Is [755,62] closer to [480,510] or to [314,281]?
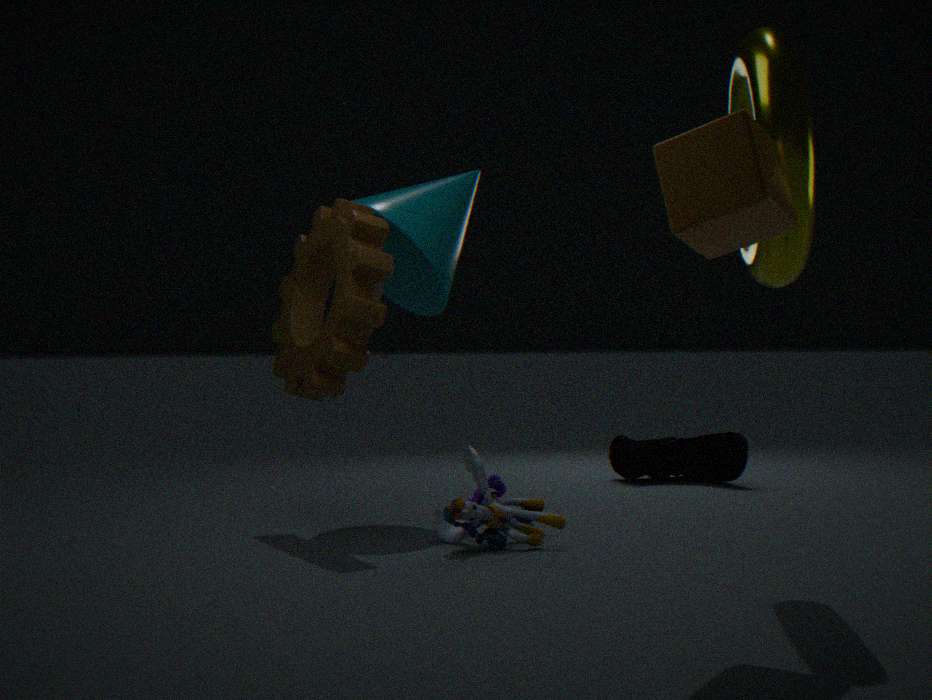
[480,510]
